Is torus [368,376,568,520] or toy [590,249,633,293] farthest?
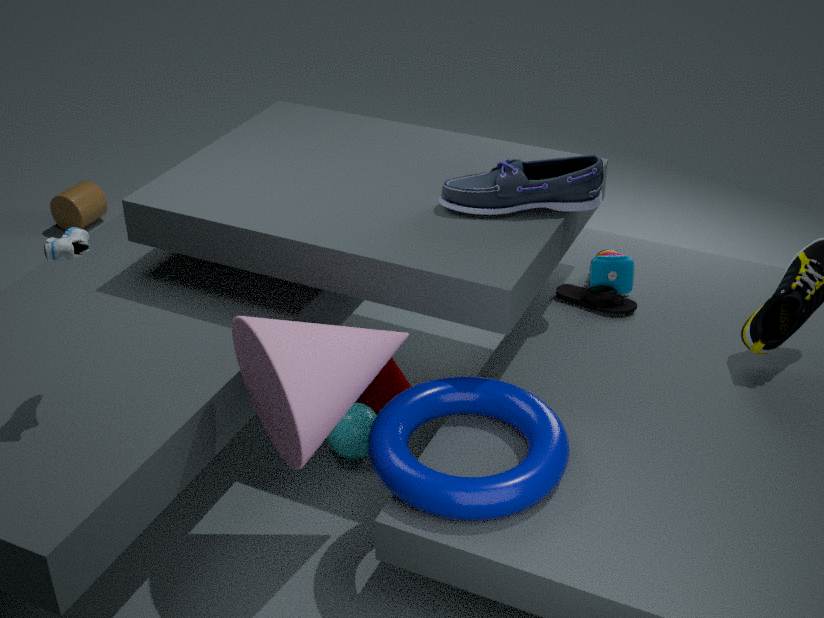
toy [590,249,633,293]
